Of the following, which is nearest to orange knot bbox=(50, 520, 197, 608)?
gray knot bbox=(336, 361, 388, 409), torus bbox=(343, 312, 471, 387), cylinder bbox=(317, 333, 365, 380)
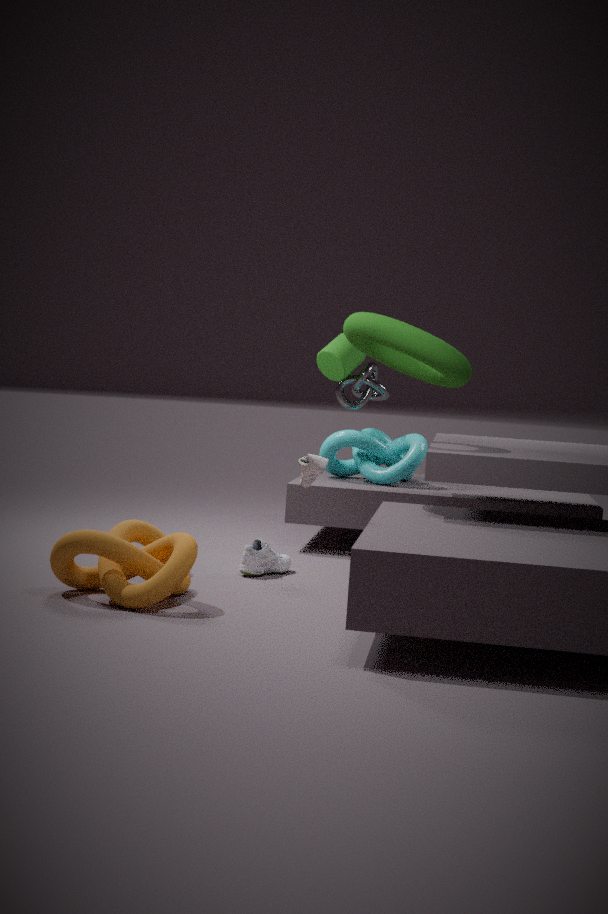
torus bbox=(343, 312, 471, 387)
